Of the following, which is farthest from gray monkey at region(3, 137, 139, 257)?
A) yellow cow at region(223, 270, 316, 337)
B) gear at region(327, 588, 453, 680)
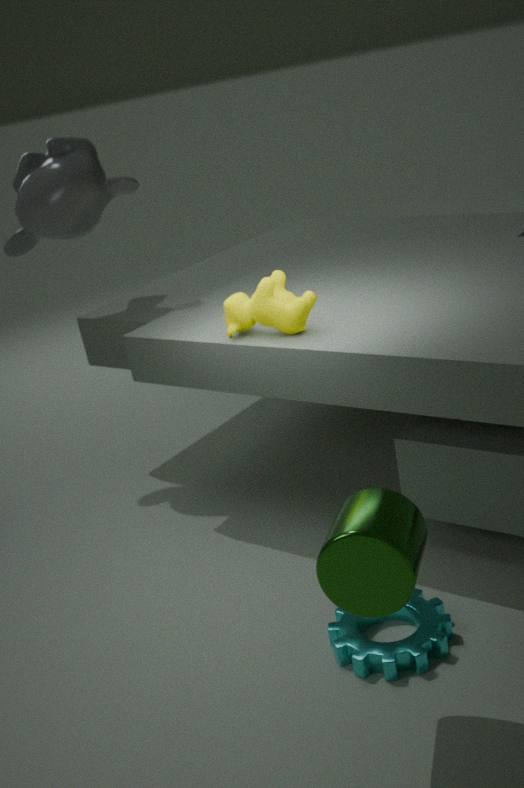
gear at region(327, 588, 453, 680)
